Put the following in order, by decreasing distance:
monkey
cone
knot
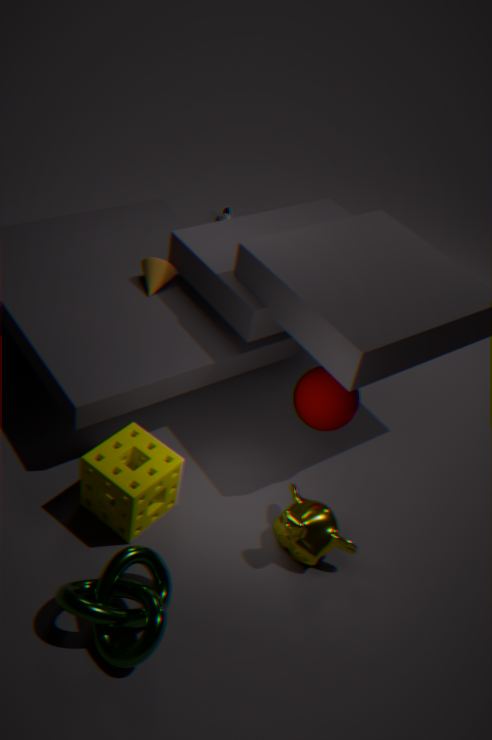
cone → monkey → knot
